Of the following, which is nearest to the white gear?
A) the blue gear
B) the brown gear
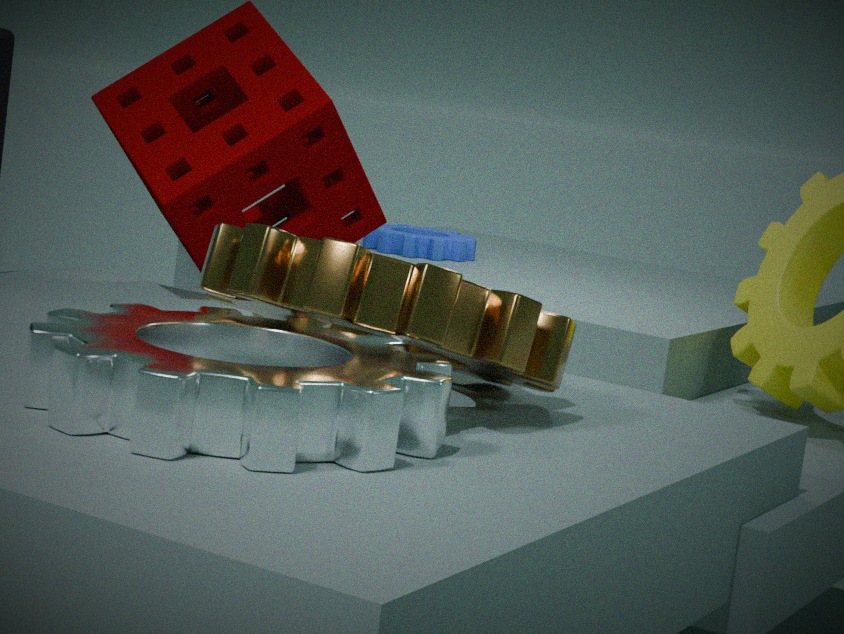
the brown gear
